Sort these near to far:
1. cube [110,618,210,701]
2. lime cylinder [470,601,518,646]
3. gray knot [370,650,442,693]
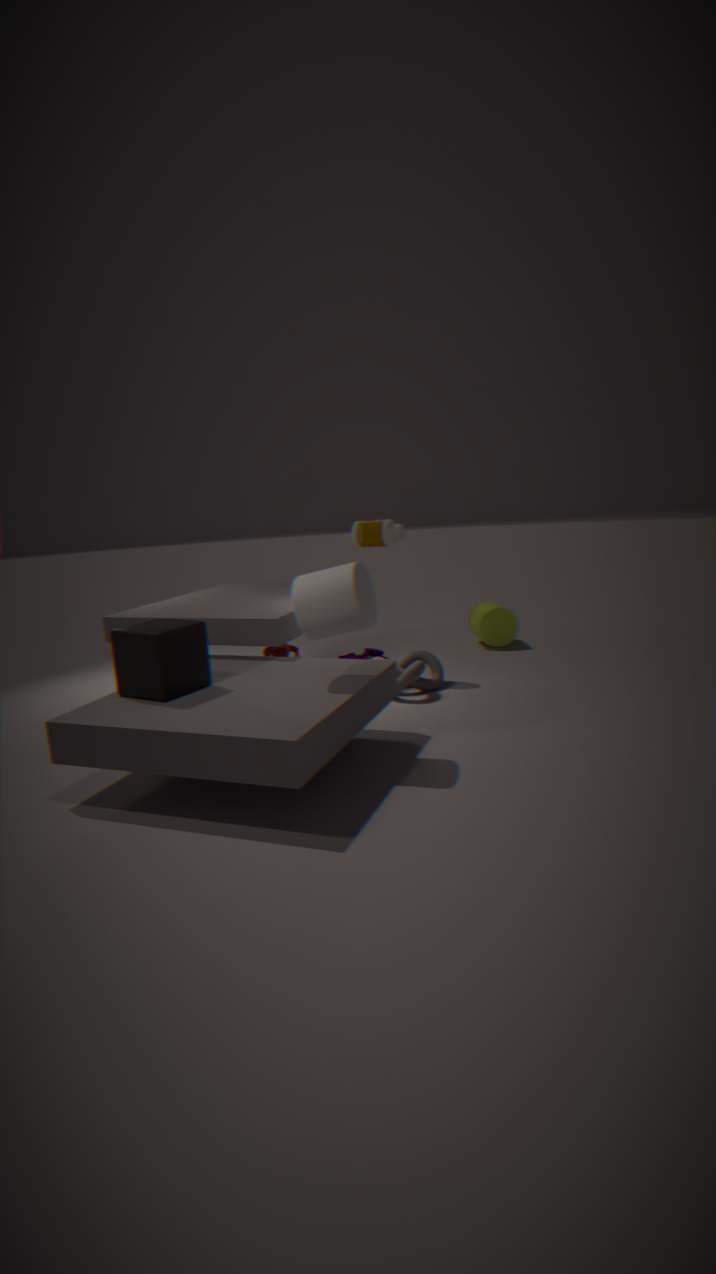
1. cube [110,618,210,701]
2. gray knot [370,650,442,693]
3. lime cylinder [470,601,518,646]
